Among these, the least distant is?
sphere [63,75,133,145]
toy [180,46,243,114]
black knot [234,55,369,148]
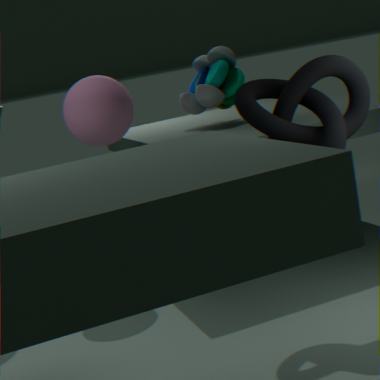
black knot [234,55,369,148]
